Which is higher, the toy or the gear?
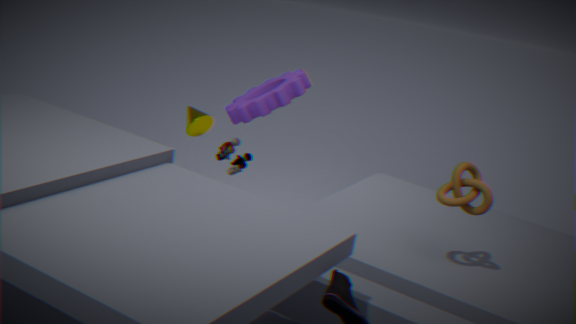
the gear
